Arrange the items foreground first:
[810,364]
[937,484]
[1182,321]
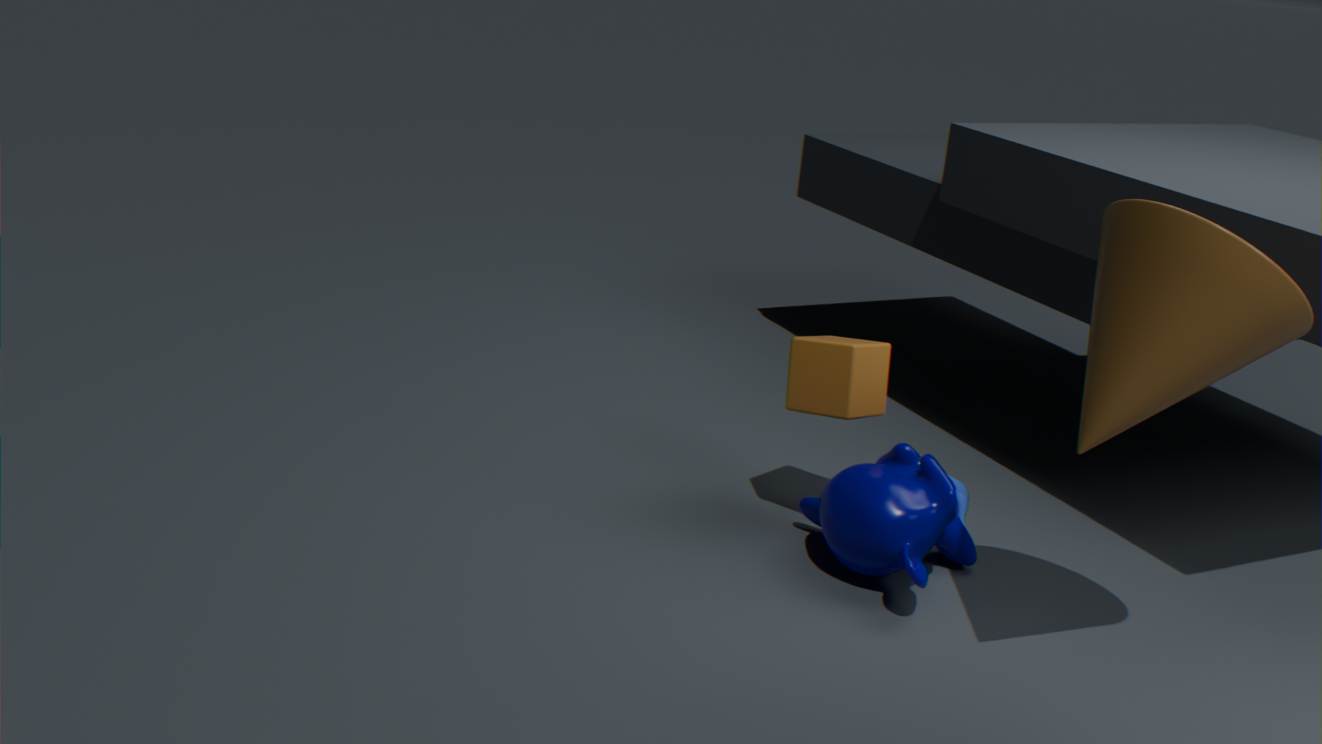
[1182,321], [937,484], [810,364]
